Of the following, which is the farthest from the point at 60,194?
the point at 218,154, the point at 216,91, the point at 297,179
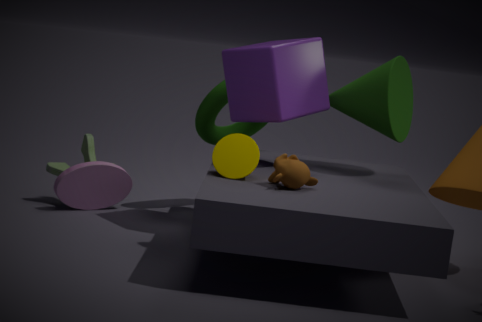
the point at 297,179
